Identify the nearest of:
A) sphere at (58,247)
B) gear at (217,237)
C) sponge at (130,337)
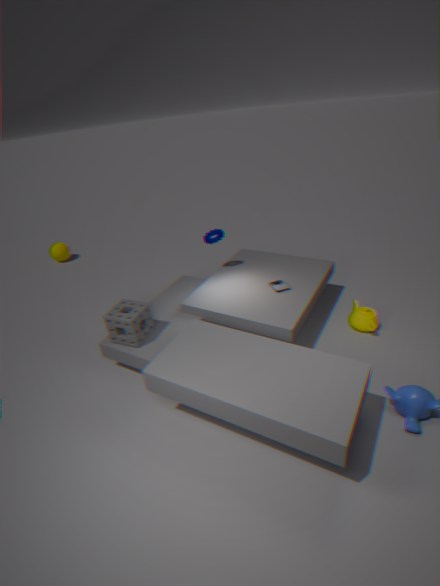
sponge at (130,337)
